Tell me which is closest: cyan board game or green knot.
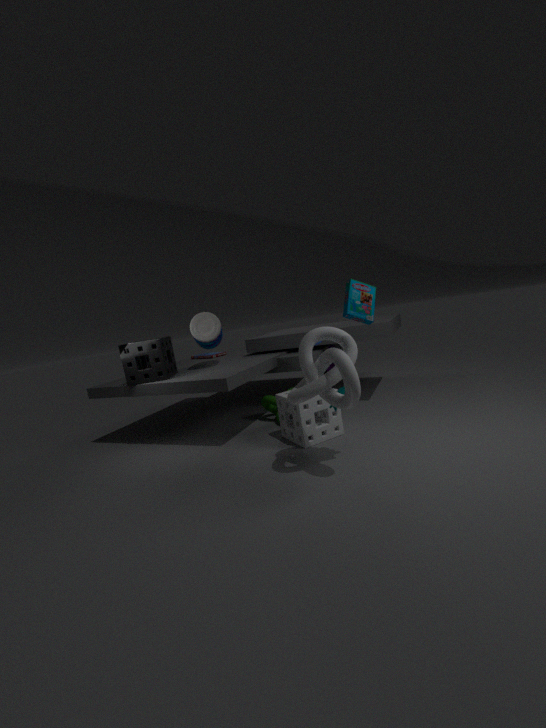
cyan board game
